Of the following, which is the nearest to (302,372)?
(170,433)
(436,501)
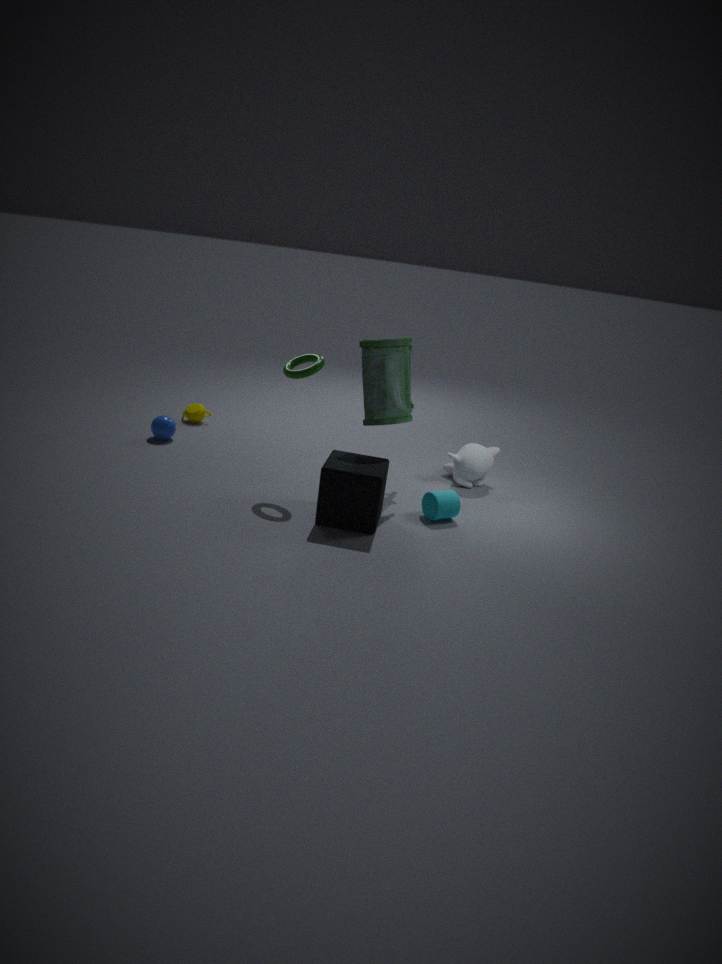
(436,501)
